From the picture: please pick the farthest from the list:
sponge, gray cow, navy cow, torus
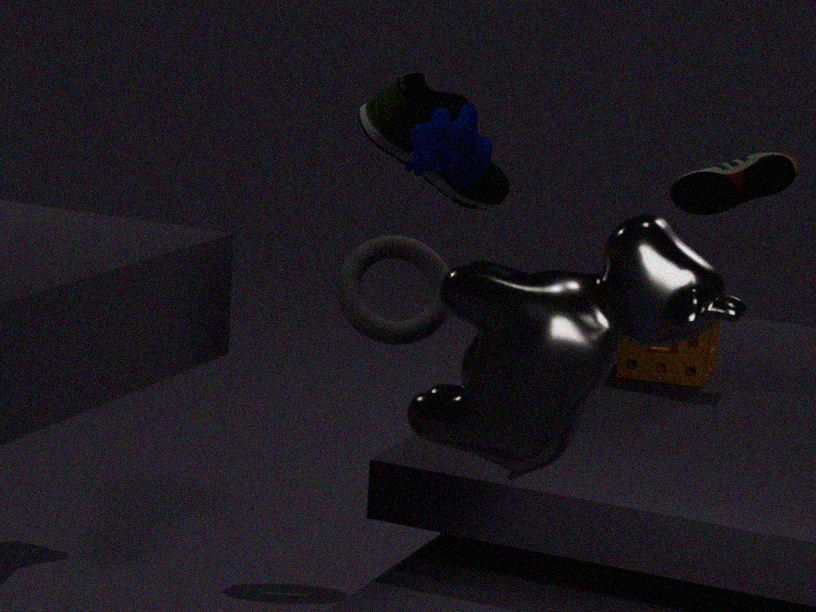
torus
